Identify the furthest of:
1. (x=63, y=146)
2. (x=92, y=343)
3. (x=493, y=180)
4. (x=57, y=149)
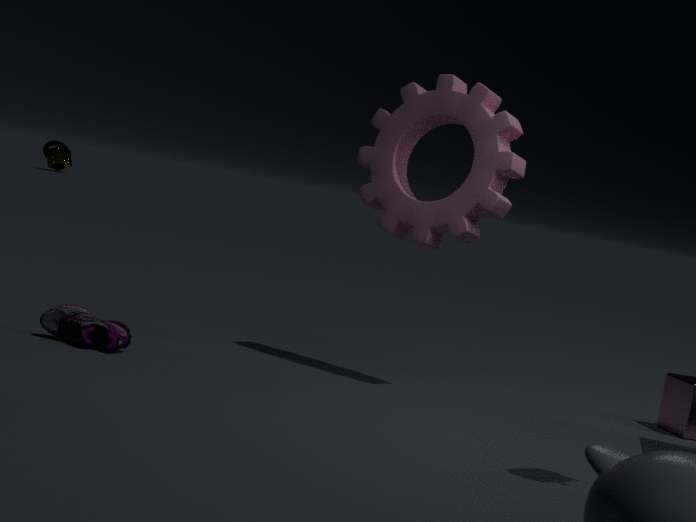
(x=57, y=149)
